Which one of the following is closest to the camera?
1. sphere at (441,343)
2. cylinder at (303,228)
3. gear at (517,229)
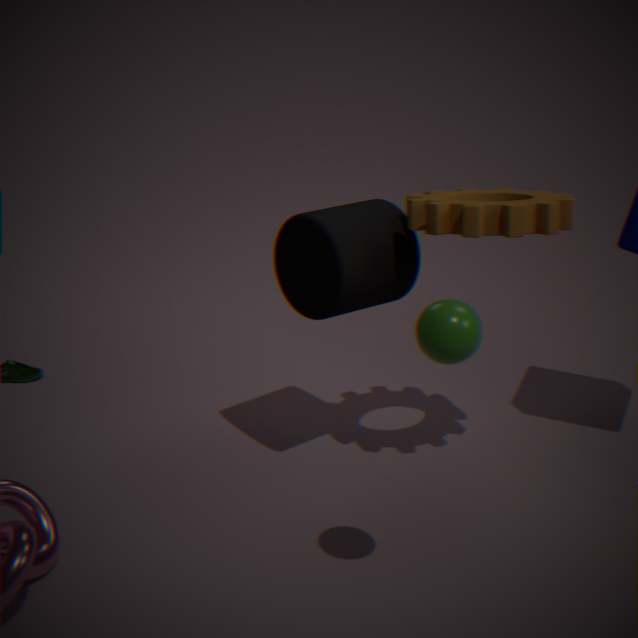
sphere at (441,343)
